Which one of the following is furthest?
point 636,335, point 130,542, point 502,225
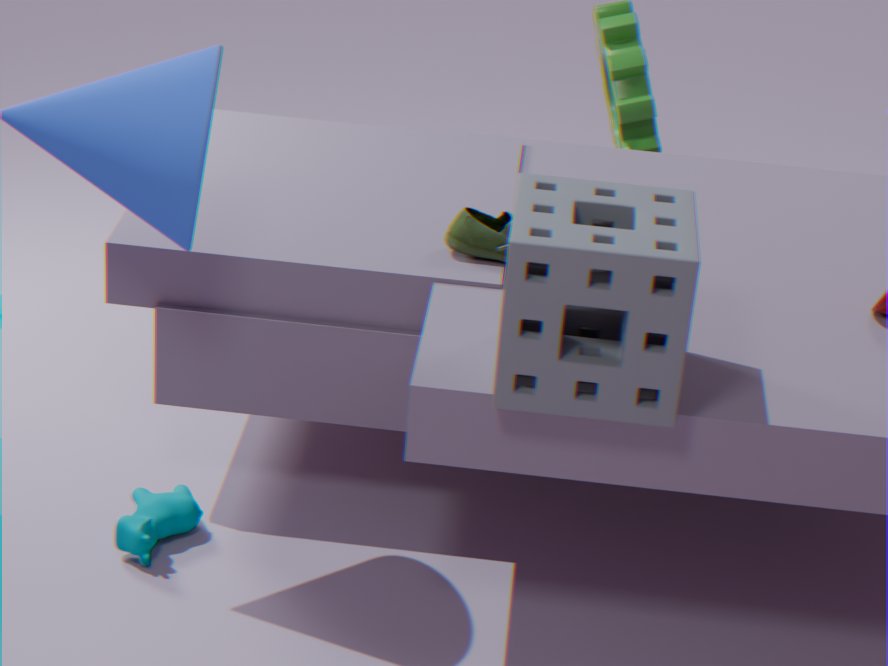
point 502,225
